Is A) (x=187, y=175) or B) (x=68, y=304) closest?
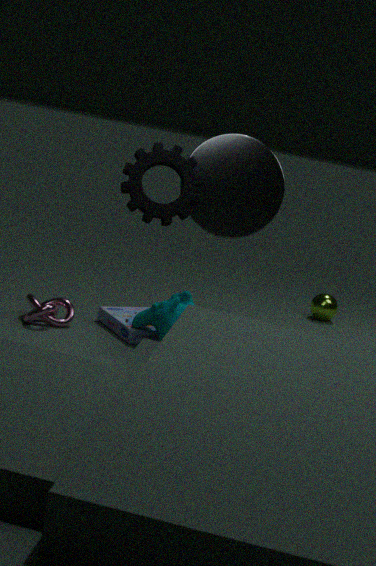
A. (x=187, y=175)
